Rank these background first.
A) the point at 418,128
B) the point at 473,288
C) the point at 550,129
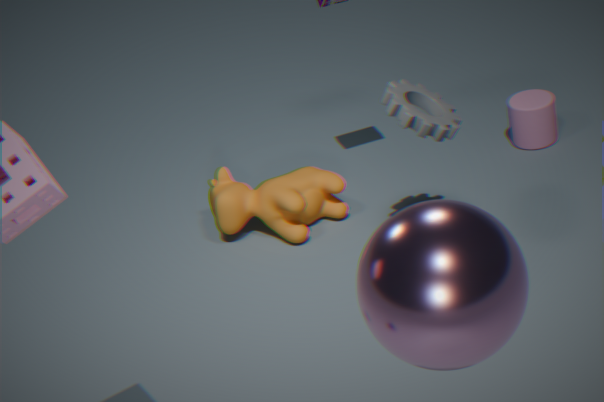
the point at 550,129, the point at 418,128, the point at 473,288
